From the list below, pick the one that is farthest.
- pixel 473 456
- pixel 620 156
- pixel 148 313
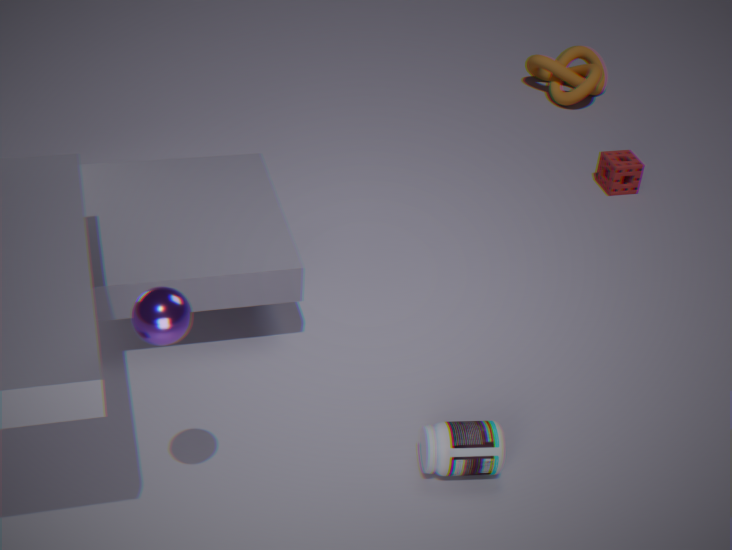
pixel 620 156
